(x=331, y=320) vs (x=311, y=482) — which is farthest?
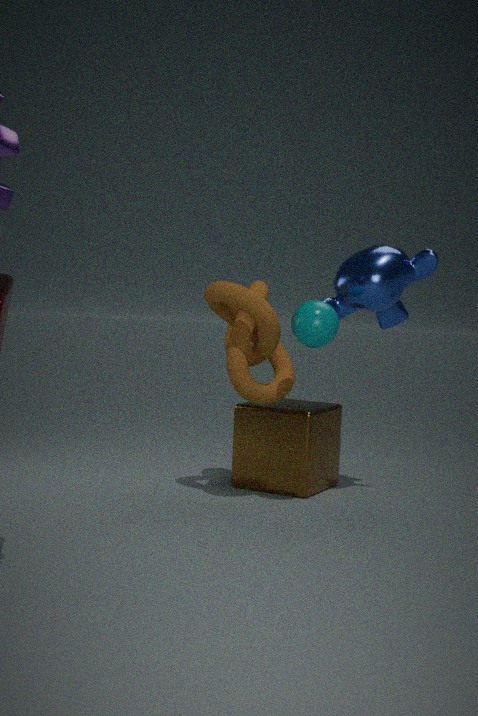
(x=311, y=482)
